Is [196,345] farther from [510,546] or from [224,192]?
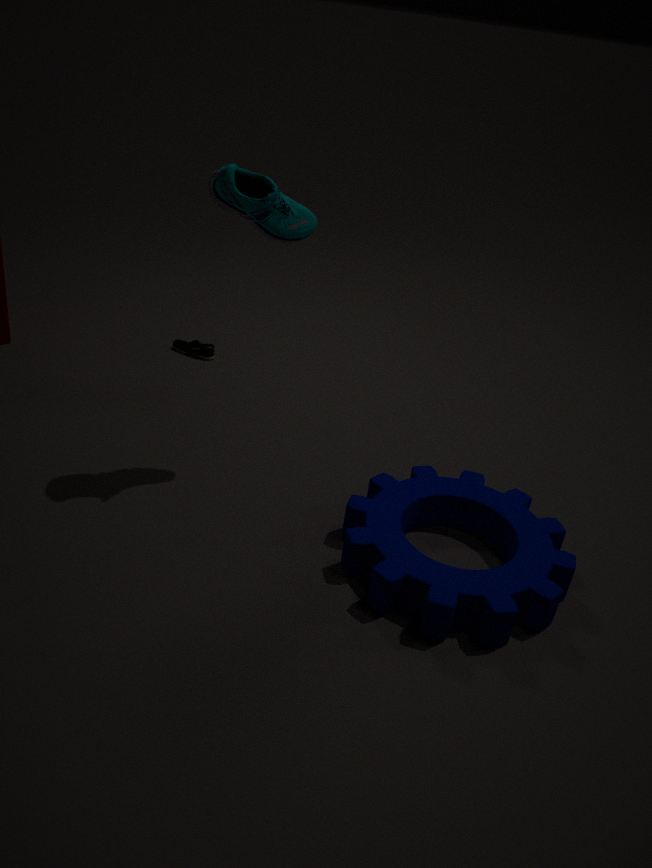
[510,546]
